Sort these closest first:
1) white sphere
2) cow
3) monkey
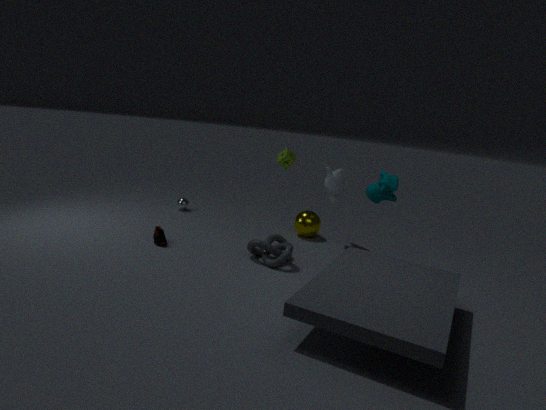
2. cow < 3. monkey < 1. white sphere
